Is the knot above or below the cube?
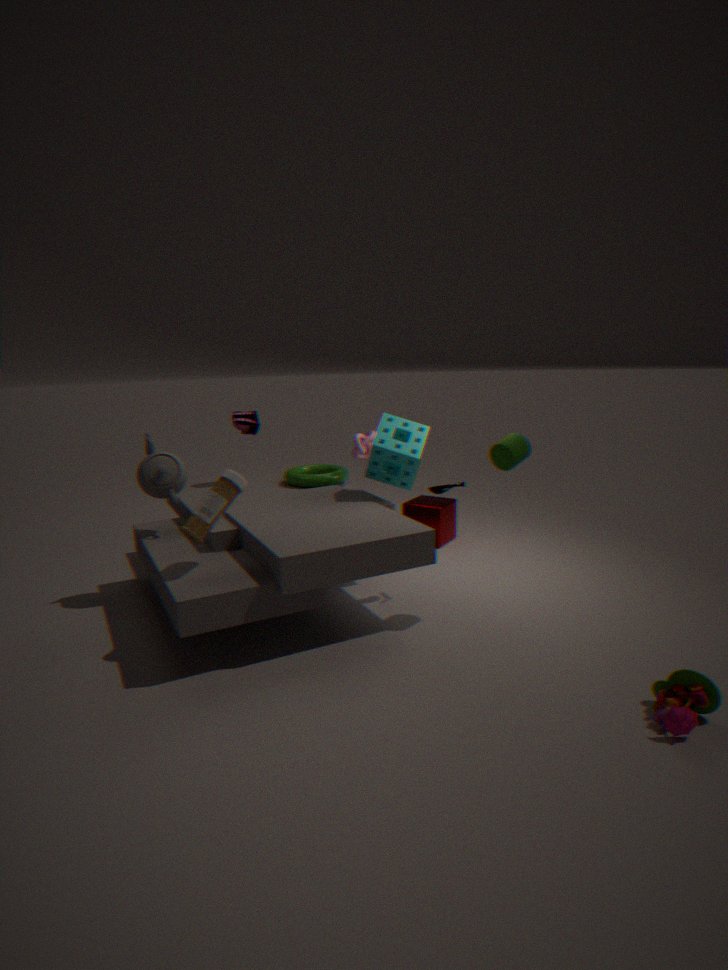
above
